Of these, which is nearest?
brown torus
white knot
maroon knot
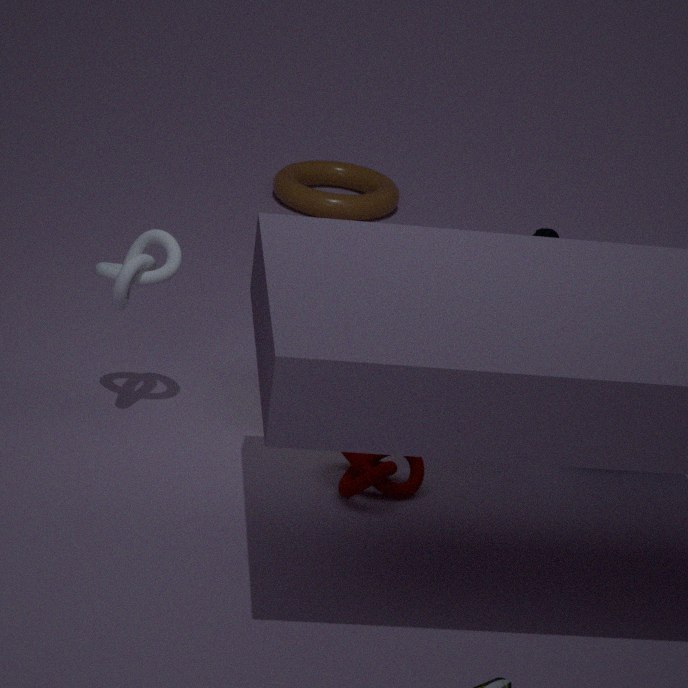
maroon knot
